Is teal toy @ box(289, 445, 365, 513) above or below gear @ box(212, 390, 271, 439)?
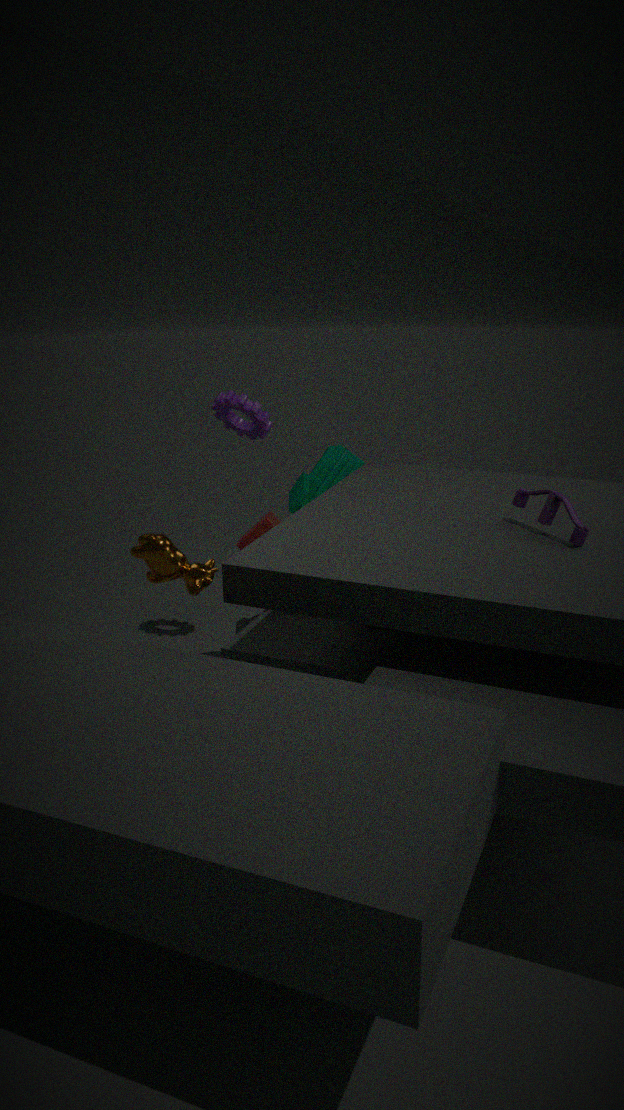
below
